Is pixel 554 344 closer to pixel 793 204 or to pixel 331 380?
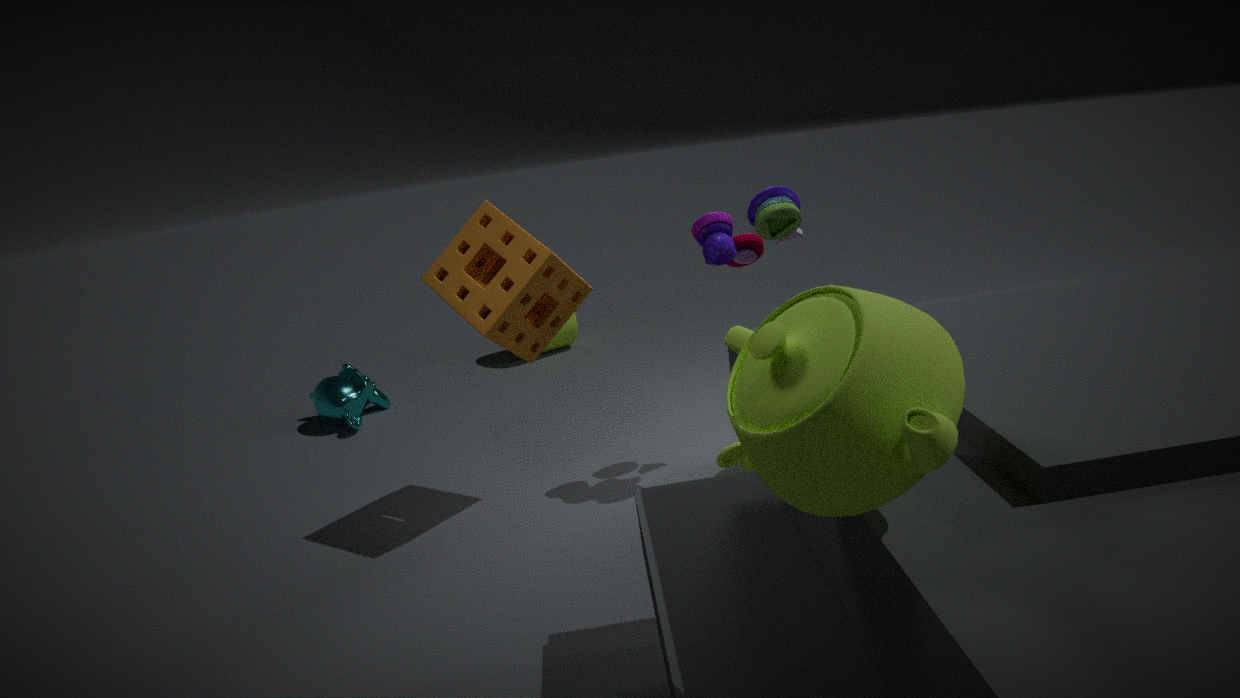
pixel 331 380
